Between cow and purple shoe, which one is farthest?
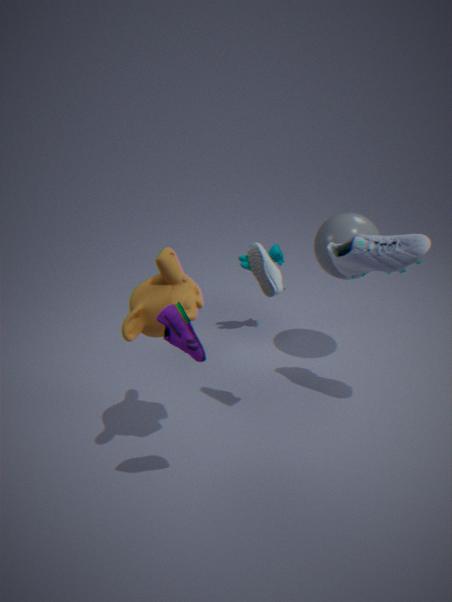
cow
